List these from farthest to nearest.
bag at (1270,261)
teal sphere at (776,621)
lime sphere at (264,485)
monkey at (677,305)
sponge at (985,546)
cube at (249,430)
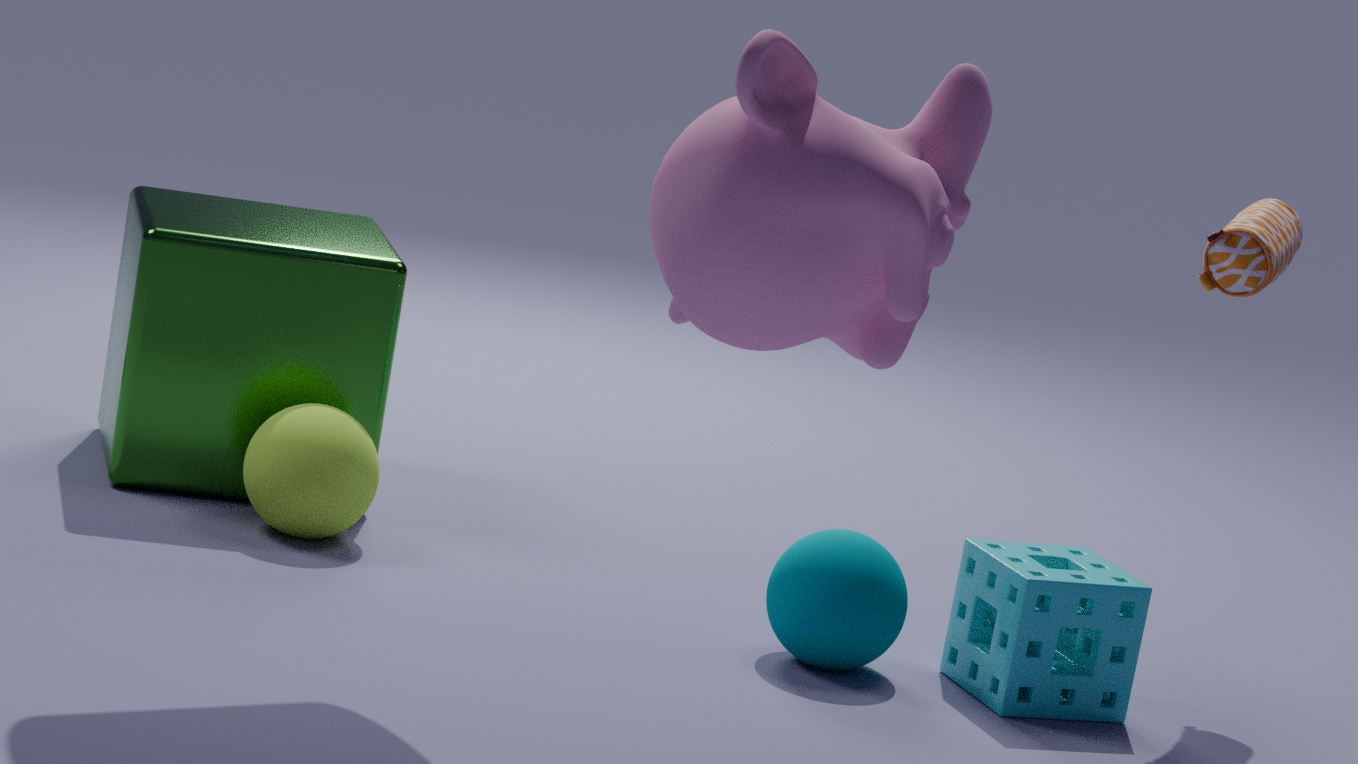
cube at (249,430) → lime sphere at (264,485) → bag at (1270,261) → teal sphere at (776,621) → sponge at (985,546) → monkey at (677,305)
